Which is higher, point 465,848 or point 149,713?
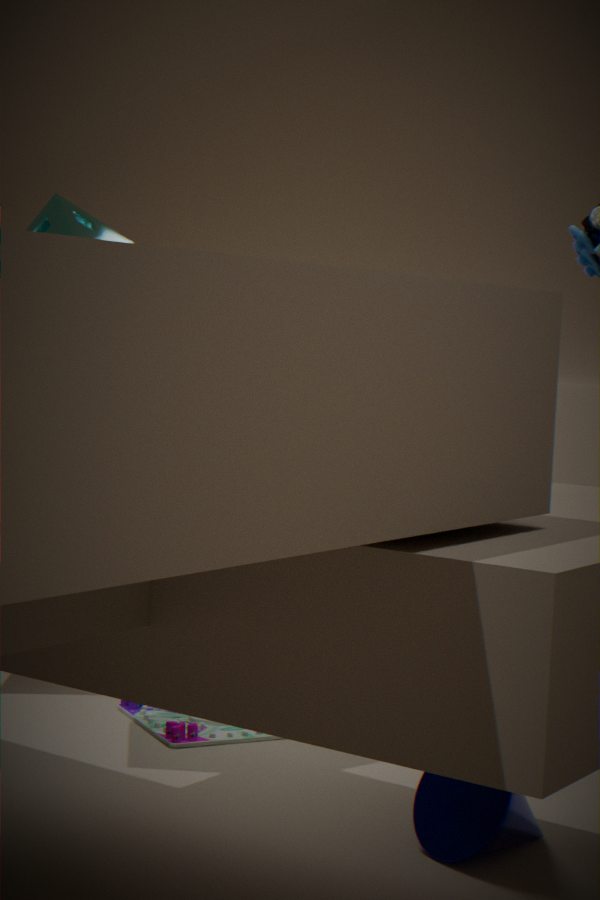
point 465,848
